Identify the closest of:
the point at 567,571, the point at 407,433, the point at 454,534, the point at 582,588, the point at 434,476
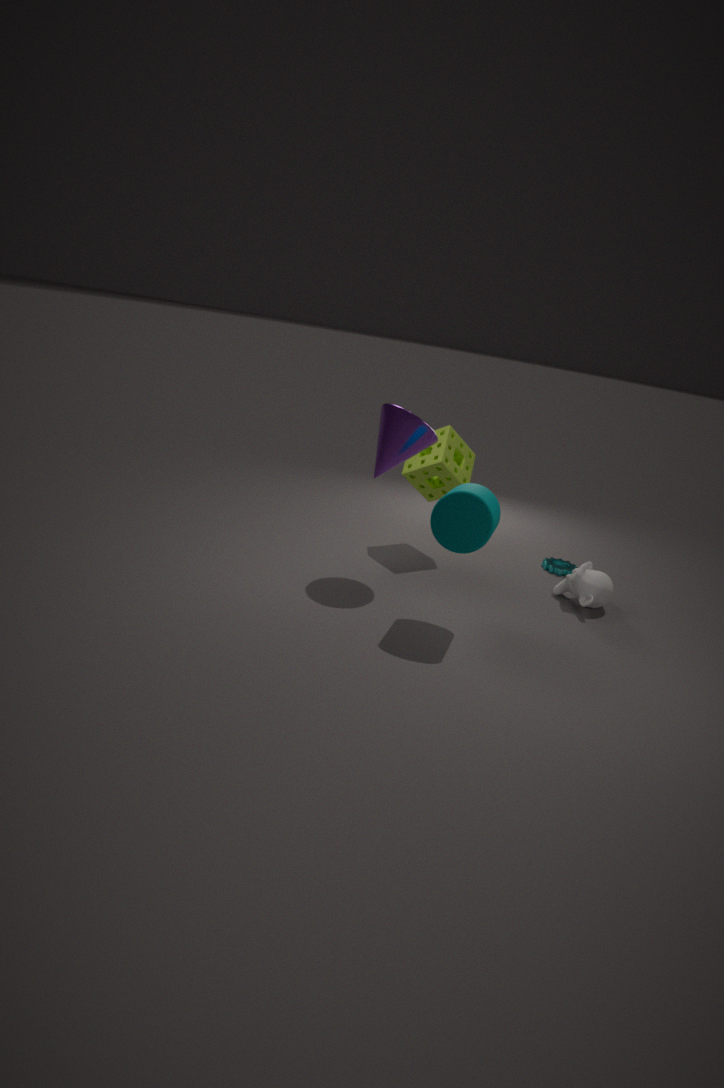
the point at 454,534
